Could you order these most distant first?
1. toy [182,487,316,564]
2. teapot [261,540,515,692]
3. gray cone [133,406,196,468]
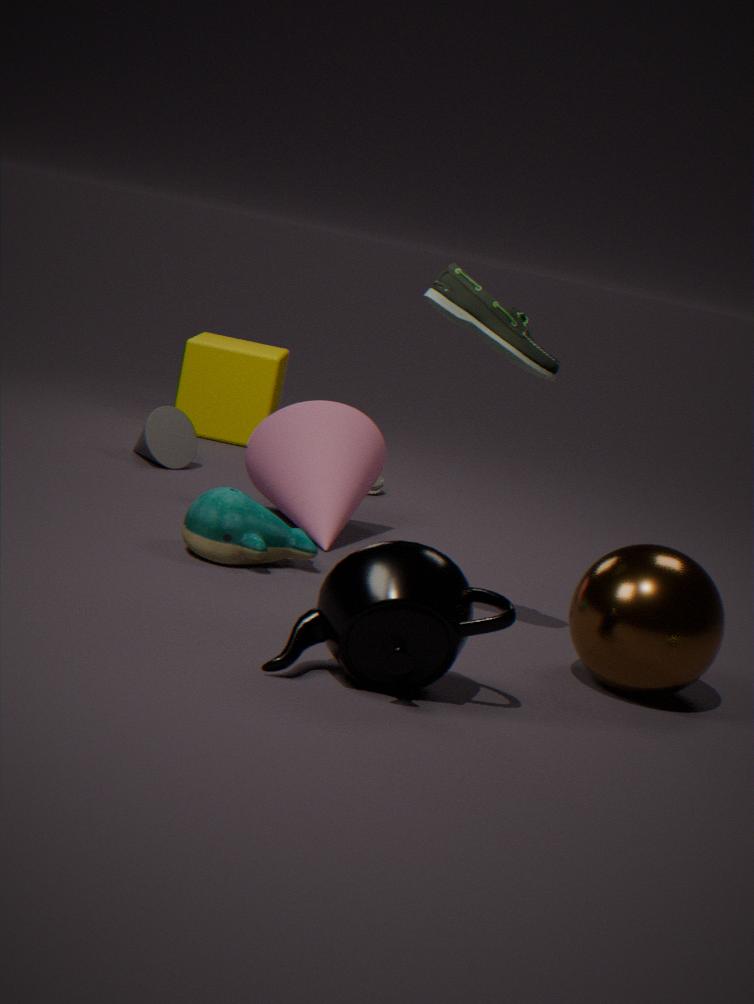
gray cone [133,406,196,468] < toy [182,487,316,564] < teapot [261,540,515,692]
